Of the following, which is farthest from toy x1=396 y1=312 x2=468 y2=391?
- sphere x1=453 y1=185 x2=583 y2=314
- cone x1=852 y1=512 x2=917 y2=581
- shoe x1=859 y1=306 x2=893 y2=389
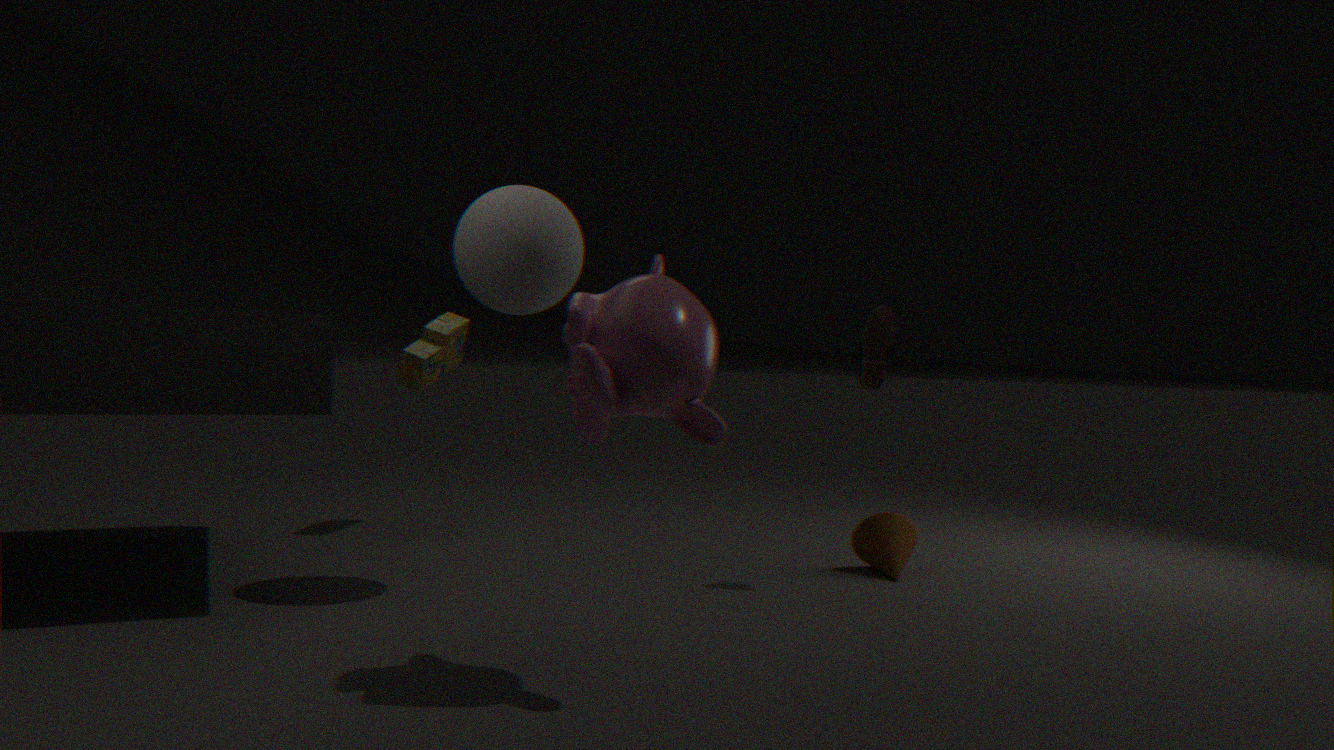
cone x1=852 y1=512 x2=917 y2=581
